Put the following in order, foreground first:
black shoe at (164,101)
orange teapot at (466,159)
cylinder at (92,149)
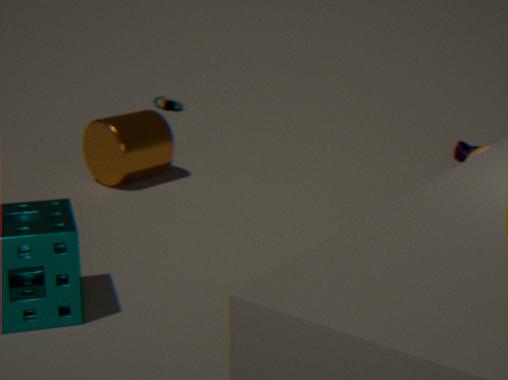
orange teapot at (466,159) < cylinder at (92,149) < black shoe at (164,101)
